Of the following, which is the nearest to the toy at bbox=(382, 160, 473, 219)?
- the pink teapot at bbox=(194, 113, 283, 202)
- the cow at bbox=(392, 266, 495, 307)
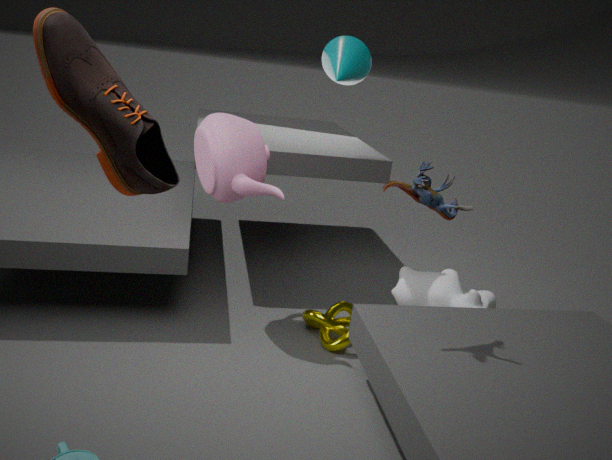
the pink teapot at bbox=(194, 113, 283, 202)
